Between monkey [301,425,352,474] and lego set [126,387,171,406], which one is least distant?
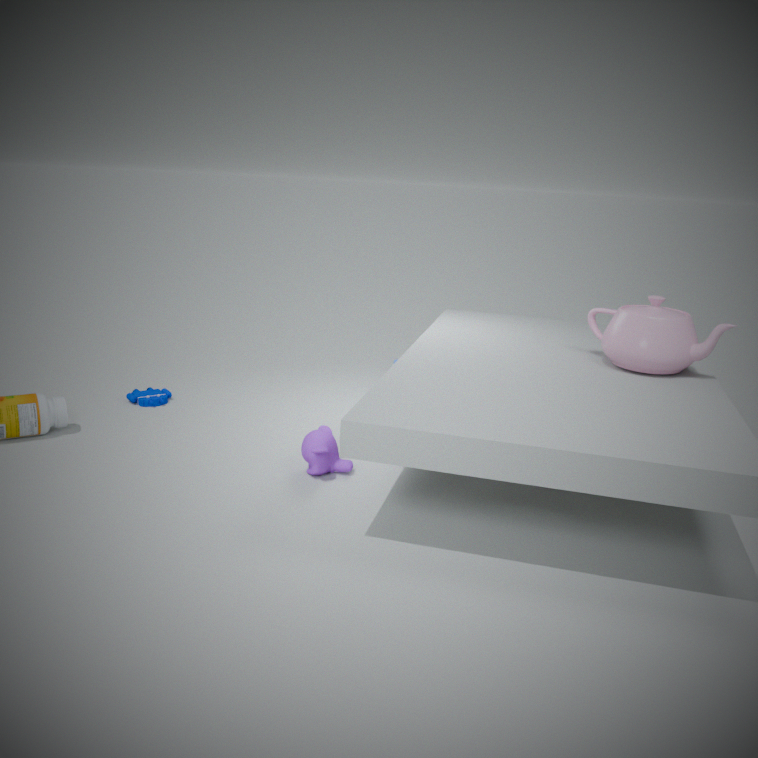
Result: monkey [301,425,352,474]
